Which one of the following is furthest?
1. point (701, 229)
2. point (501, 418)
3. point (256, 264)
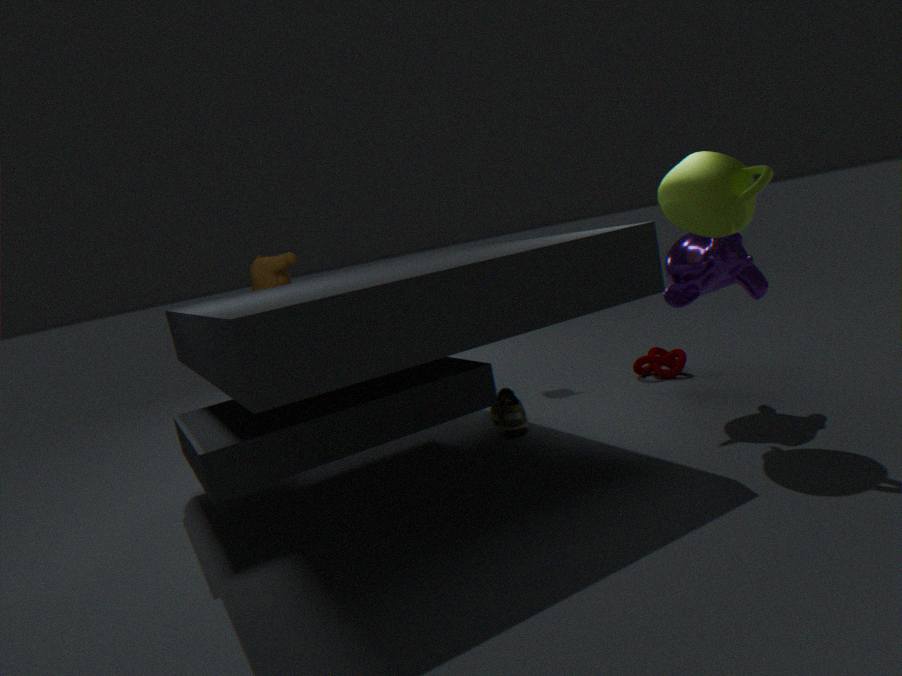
point (256, 264)
